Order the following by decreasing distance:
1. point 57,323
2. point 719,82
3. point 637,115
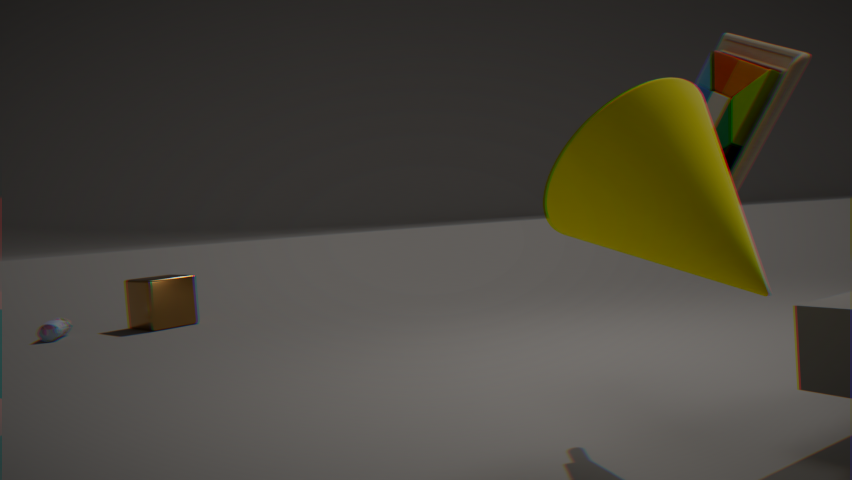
1. point 57,323
2. point 719,82
3. point 637,115
